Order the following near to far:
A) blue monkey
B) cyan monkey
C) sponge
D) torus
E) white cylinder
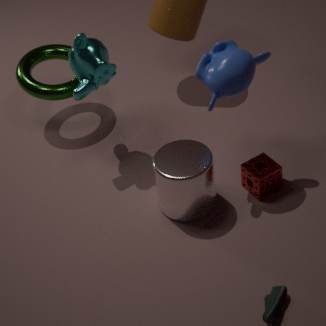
blue monkey, white cylinder, sponge, cyan monkey, torus
